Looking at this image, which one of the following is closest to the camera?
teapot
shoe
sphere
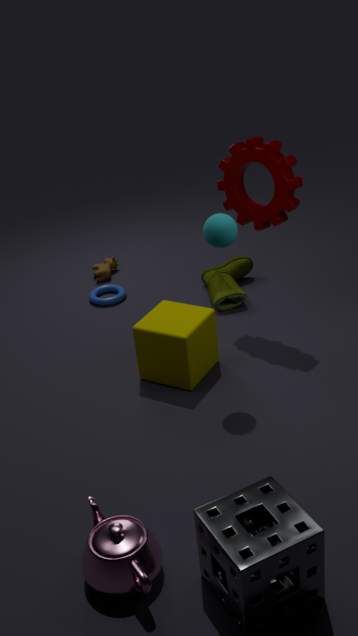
teapot
